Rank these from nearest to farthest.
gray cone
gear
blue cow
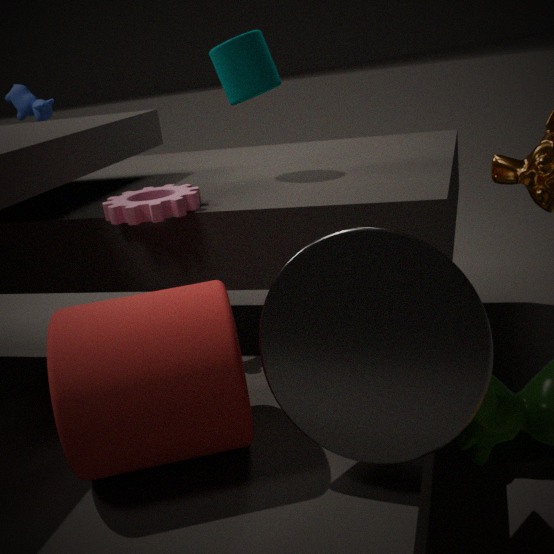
gray cone, gear, blue cow
